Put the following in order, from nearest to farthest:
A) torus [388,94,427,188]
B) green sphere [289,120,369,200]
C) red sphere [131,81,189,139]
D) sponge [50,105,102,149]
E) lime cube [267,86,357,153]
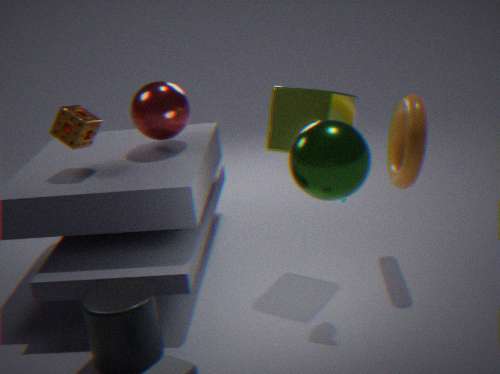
green sphere [289,120,369,200], lime cube [267,86,357,153], torus [388,94,427,188], sponge [50,105,102,149], red sphere [131,81,189,139]
